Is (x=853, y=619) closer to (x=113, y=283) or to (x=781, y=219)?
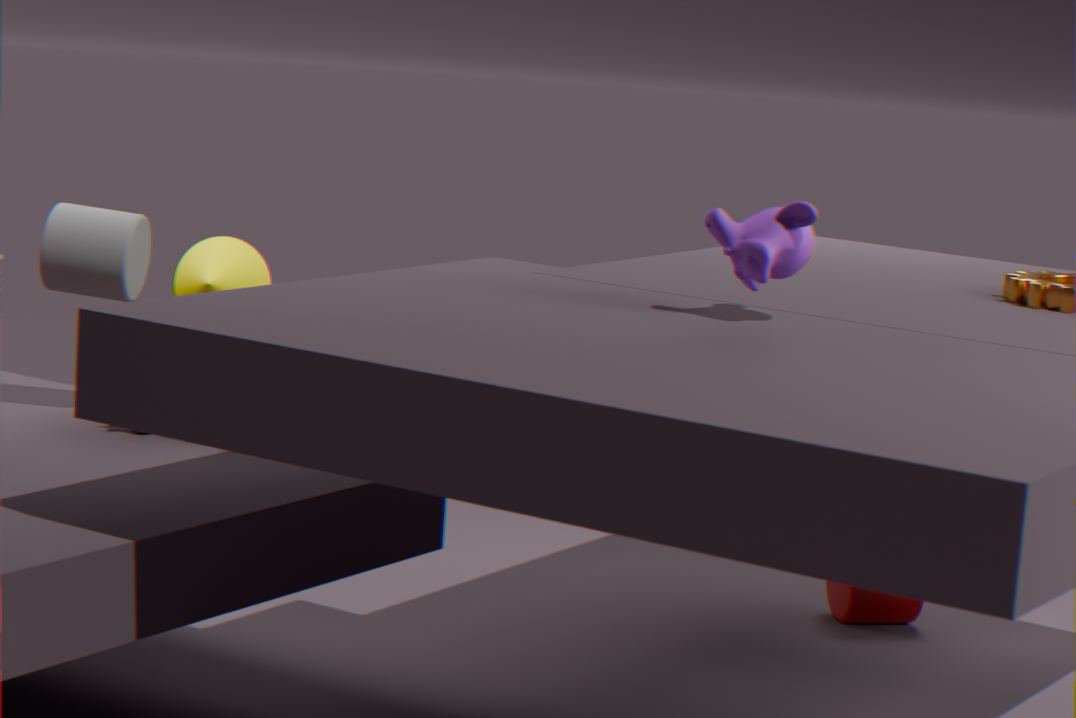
(x=781, y=219)
